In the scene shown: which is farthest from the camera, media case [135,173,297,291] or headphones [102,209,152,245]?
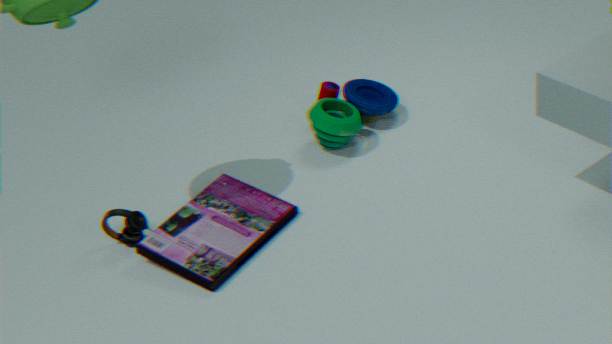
headphones [102,209,152,245]
